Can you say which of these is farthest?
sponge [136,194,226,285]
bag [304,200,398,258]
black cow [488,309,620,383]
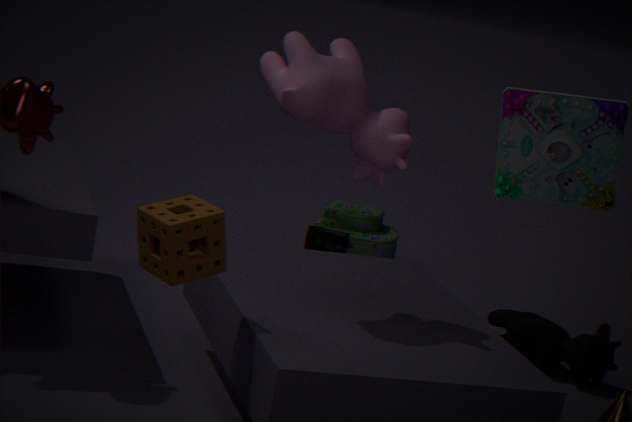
bag [304,200,398,258]
